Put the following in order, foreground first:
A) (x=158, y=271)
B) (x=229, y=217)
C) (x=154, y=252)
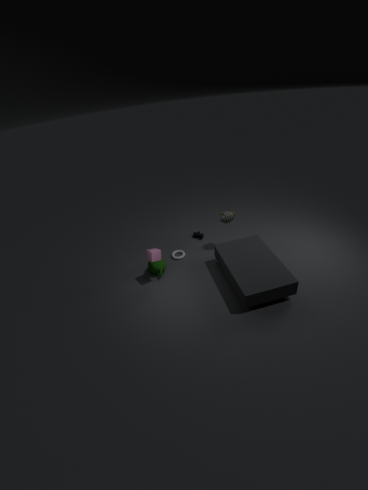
(x=154, y=252)
(x=158, y=271)
(x=229, y=217)
